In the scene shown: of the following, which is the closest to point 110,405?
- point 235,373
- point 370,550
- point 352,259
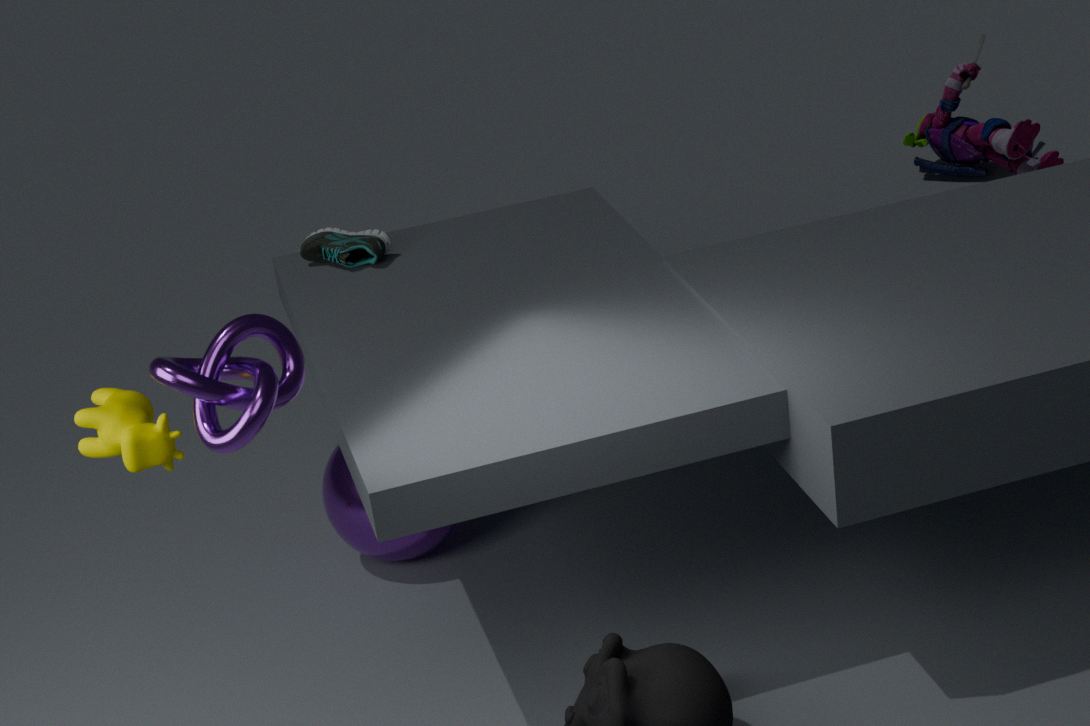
point 235,373
